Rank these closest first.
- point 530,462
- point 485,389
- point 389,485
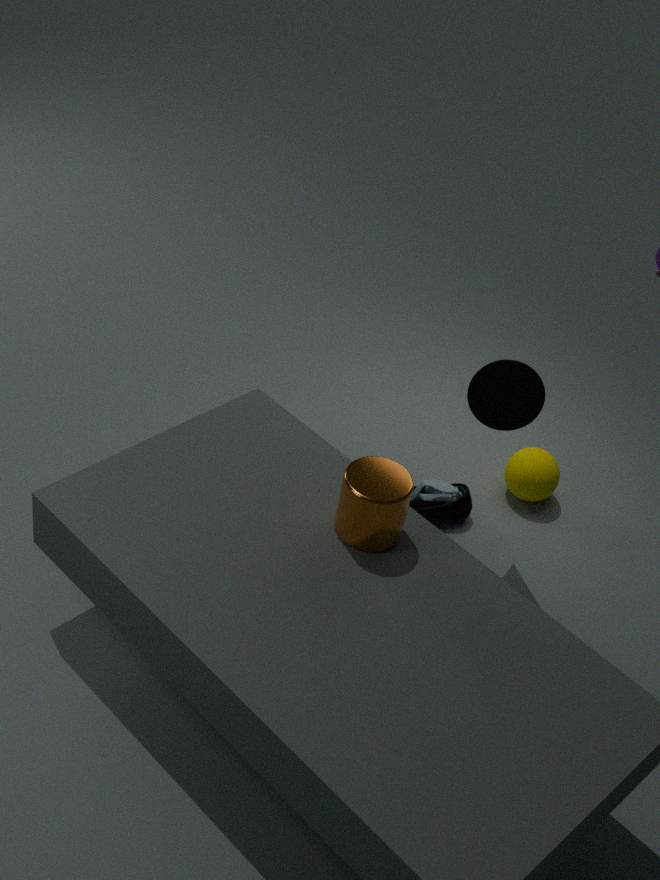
point 389,485 → point 485,389 → point 530,462
